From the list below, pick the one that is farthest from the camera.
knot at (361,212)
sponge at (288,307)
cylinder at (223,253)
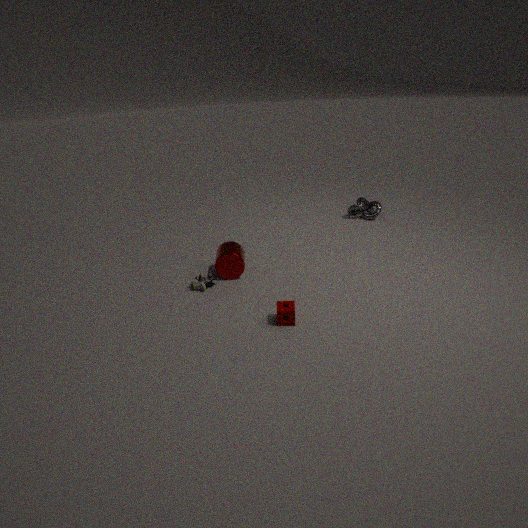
knot at (361,212)
